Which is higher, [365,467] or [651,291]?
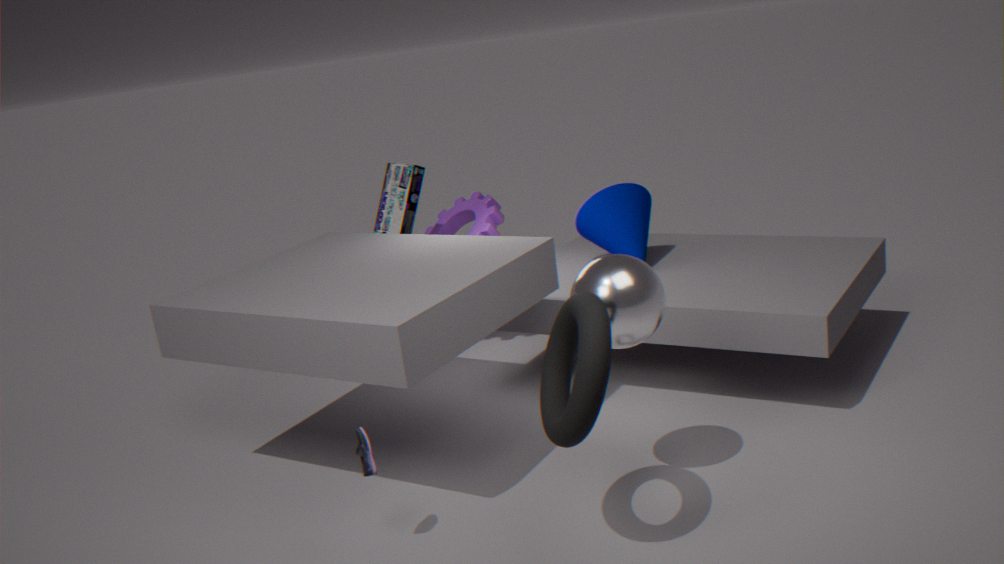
[651,291]
